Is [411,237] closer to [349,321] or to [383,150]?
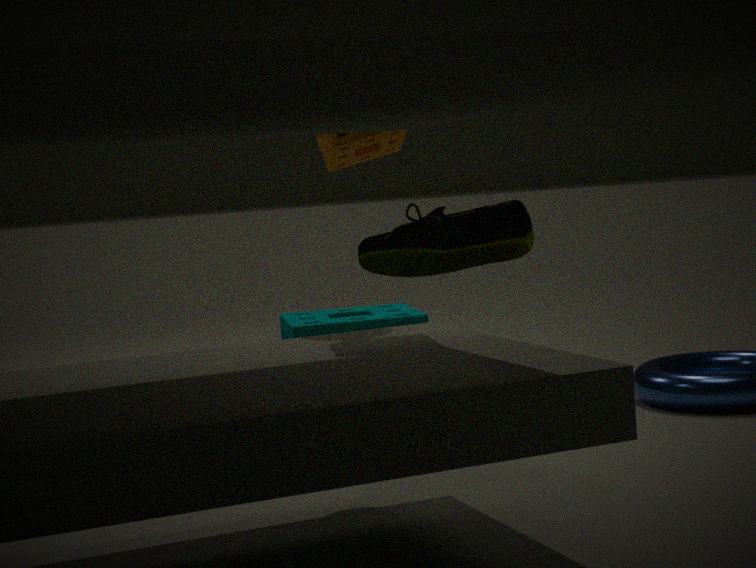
[383,150]
